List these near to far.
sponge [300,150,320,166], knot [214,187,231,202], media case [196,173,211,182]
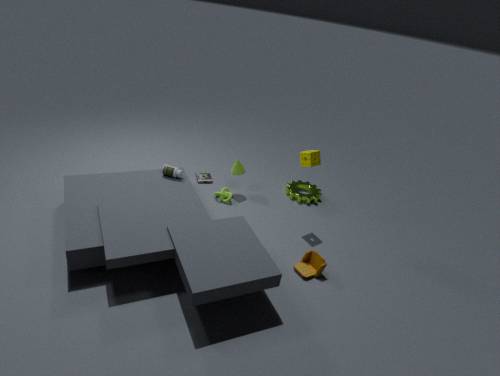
1. sponge [300,150,320,166]
2. knot [214,187,231,202]
3. media case [196,173,211,182]
